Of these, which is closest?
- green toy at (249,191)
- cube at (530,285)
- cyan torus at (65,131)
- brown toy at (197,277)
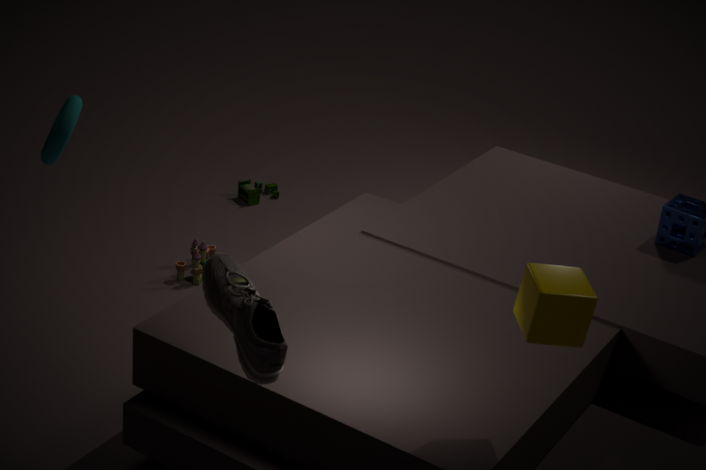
cube at (530,285)
